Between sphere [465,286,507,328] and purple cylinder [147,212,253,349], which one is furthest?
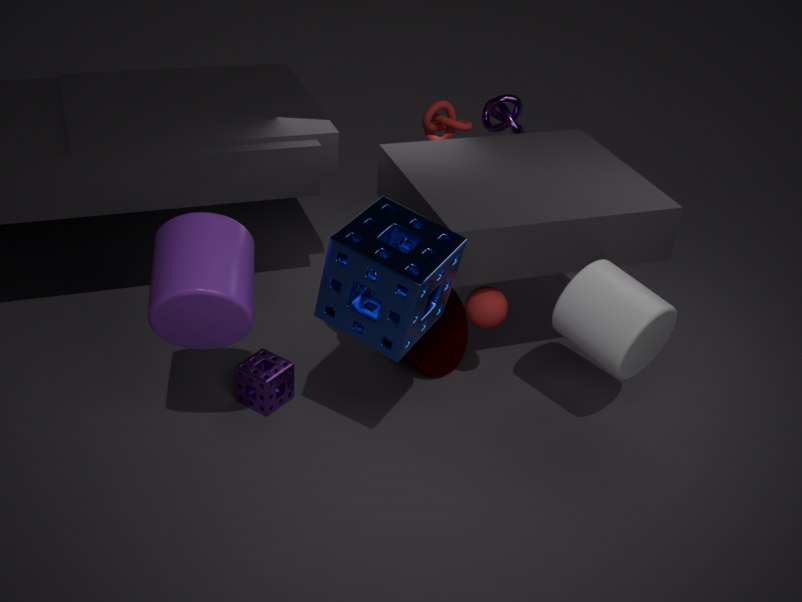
sphere [465,286,507,328]
